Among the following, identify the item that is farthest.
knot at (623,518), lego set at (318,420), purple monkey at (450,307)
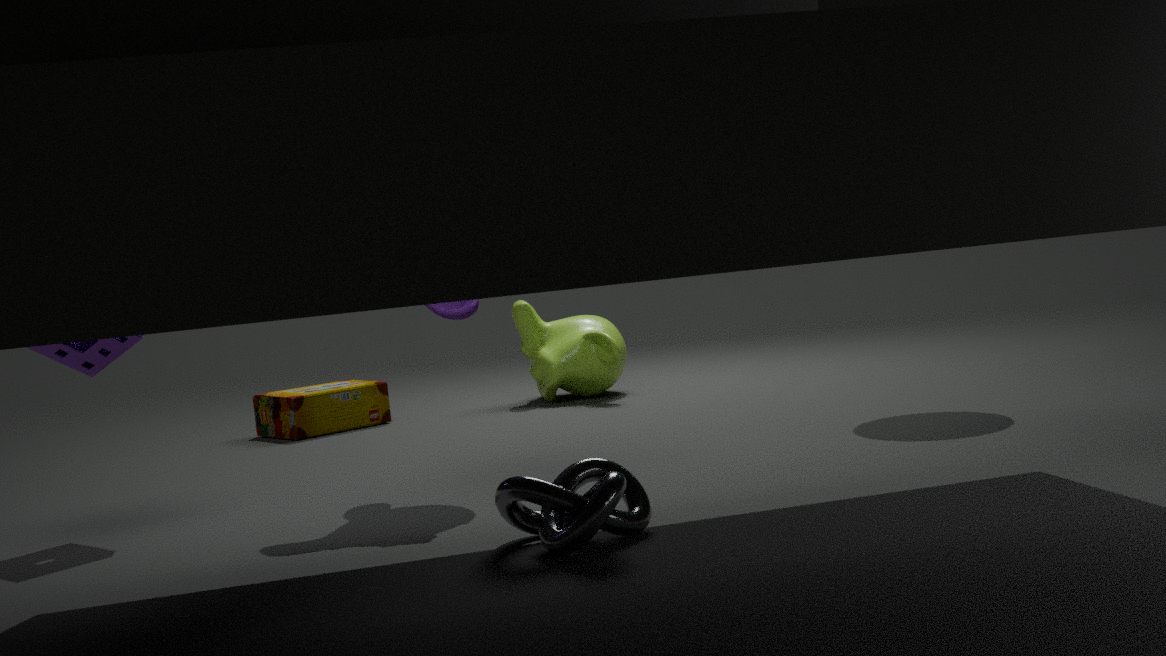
lego set at (318,420)
